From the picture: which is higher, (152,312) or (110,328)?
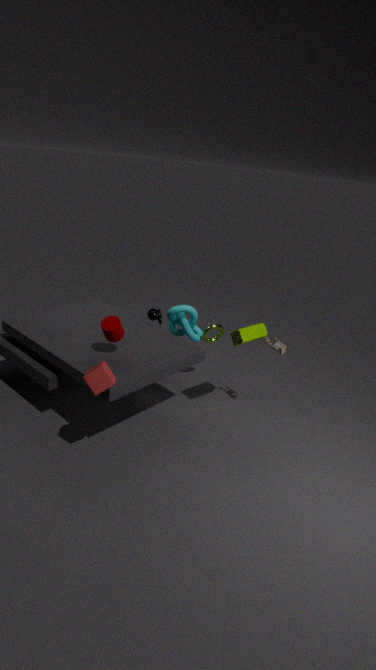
(110,328)
